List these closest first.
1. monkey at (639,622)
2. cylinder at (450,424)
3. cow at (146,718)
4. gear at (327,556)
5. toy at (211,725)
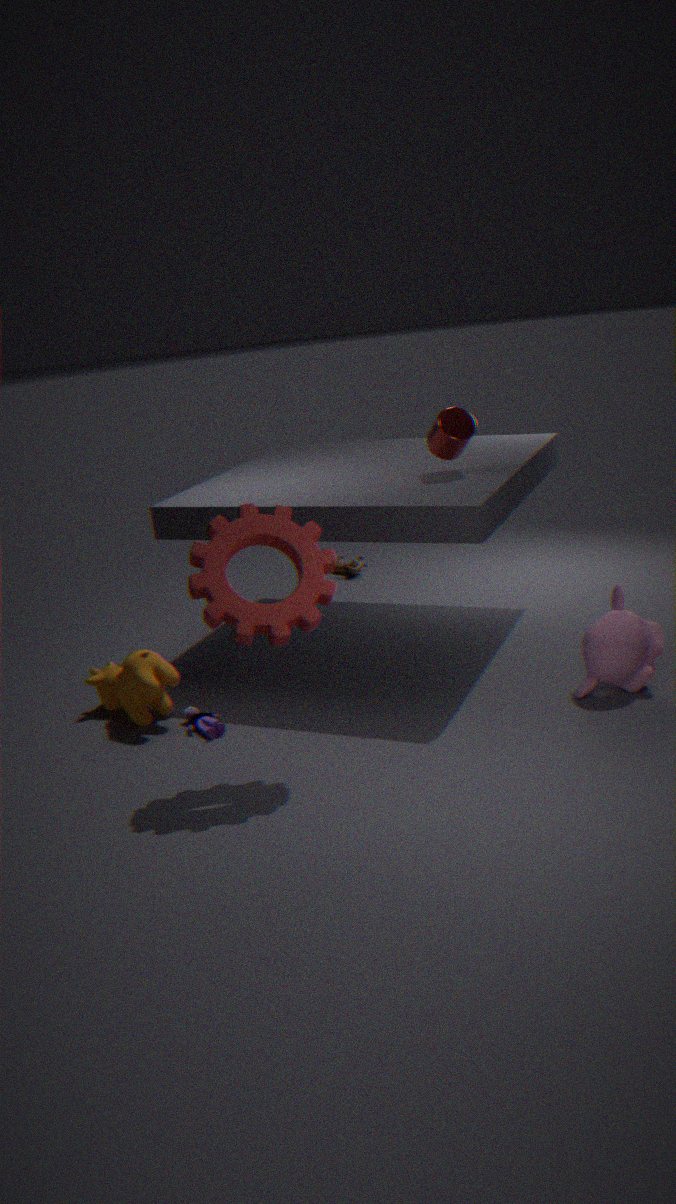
gear at (327,556), monkey at (639,622), toy at (211,725), cow at (146,718), cylinder at (450,424)
